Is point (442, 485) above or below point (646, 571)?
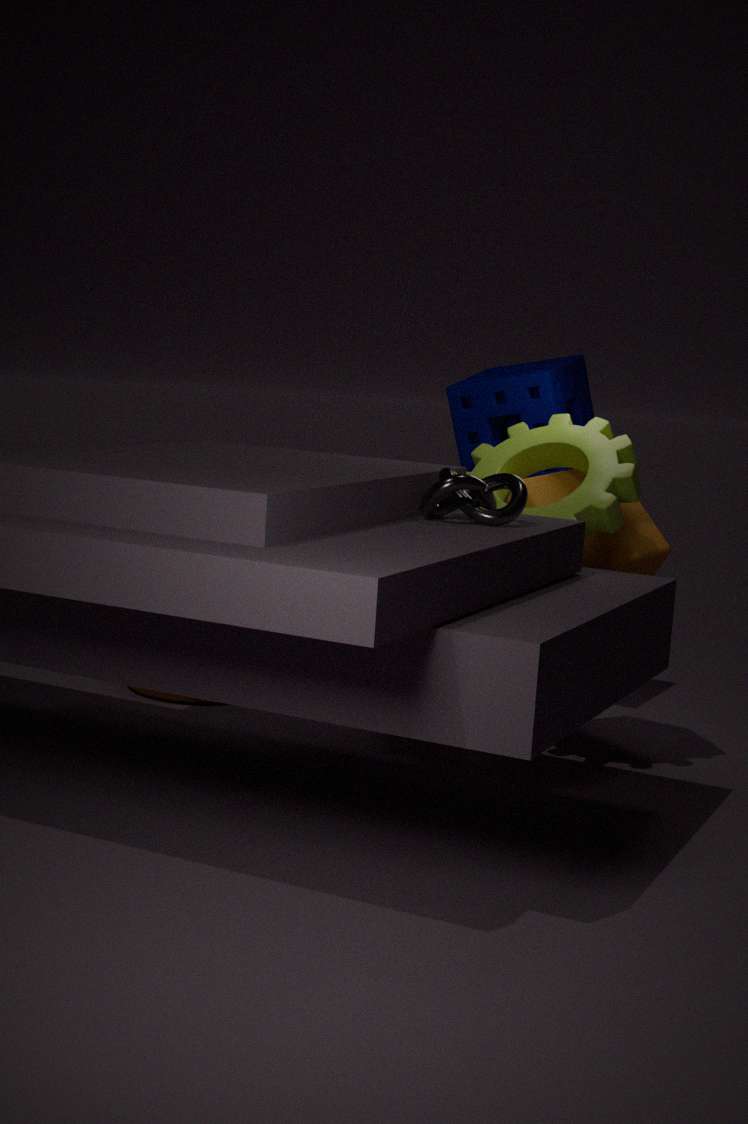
above
